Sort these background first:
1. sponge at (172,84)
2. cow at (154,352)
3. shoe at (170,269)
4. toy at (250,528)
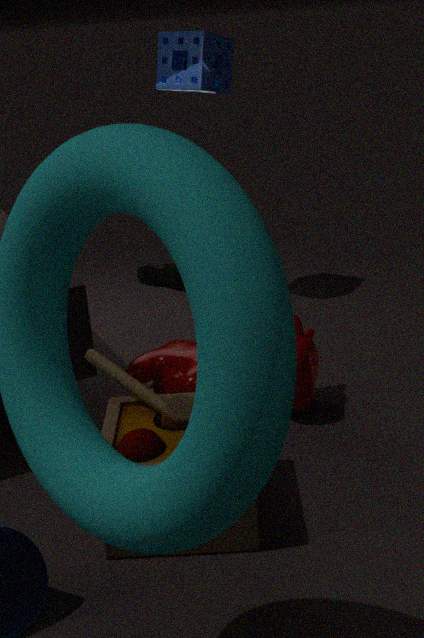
shoe at (170,269), sponge at (172,84), cow at (154,352), toy at (250,528)
